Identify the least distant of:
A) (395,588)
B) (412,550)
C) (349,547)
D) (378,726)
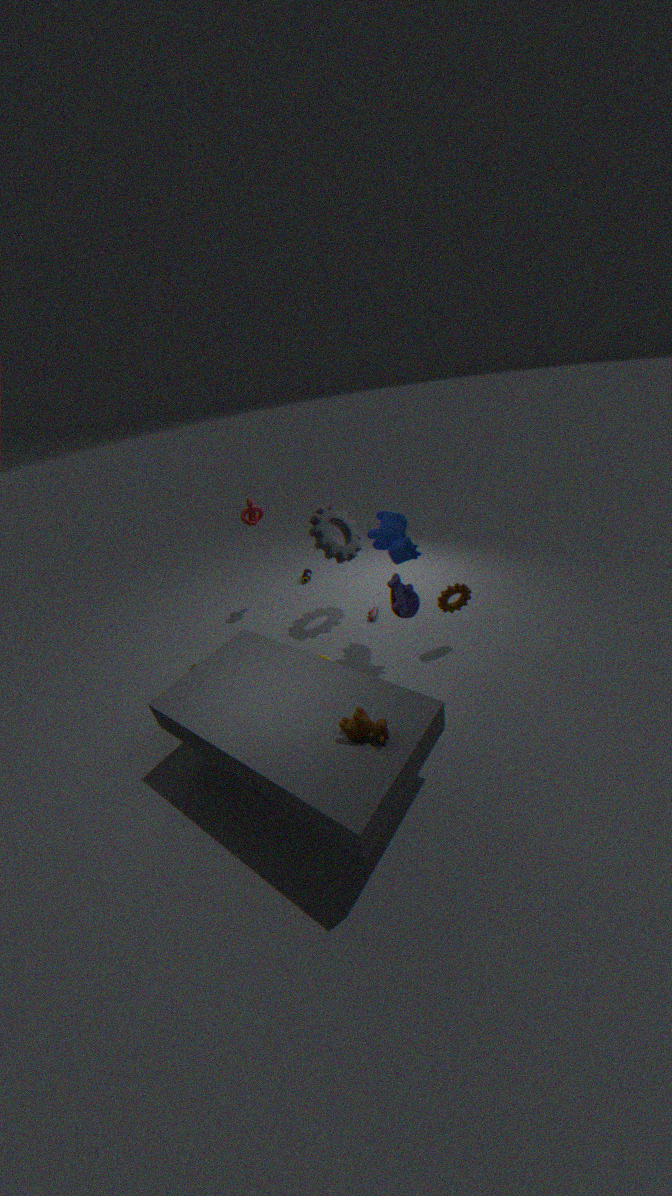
(378,726)
